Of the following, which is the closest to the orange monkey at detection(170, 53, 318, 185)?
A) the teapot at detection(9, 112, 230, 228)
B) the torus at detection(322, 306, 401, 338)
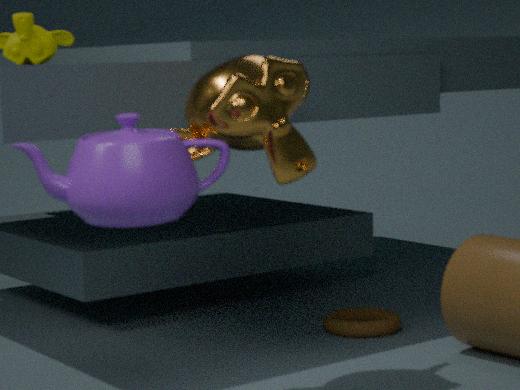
the teapot at detection(9, 112, 230, 228)
